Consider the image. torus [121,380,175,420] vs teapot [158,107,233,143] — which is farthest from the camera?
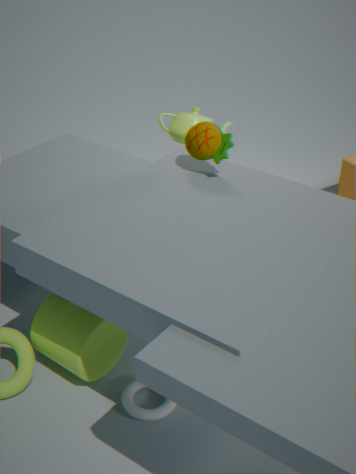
teapot [158,107,233,143]
